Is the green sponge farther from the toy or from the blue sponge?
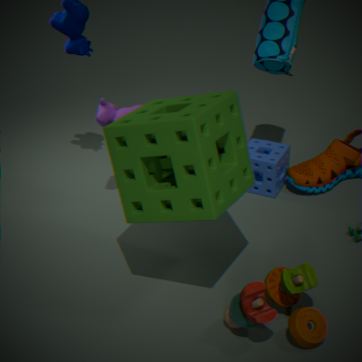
the blue sponge
